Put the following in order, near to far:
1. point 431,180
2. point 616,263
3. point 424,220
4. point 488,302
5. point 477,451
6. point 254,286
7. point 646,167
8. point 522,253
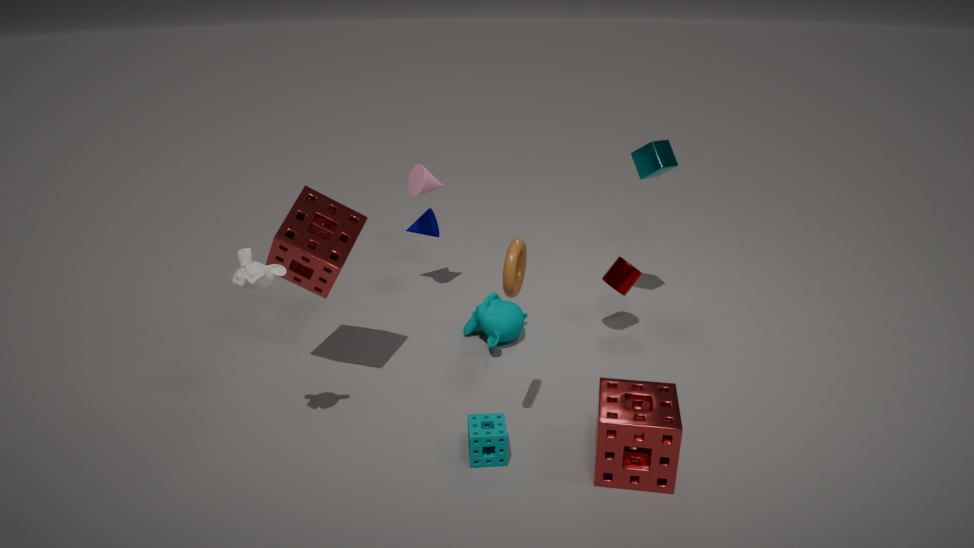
point 254,286 < point 522,253 < point 477,451 < point 616,263 < point 646,167 < point 488,302 < point 431,180 < point 424,220
